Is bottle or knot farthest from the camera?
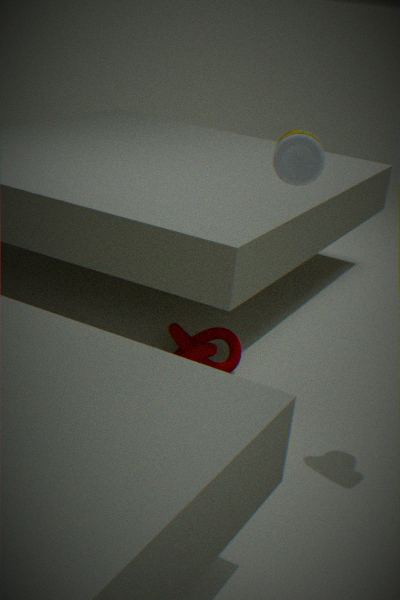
knot
